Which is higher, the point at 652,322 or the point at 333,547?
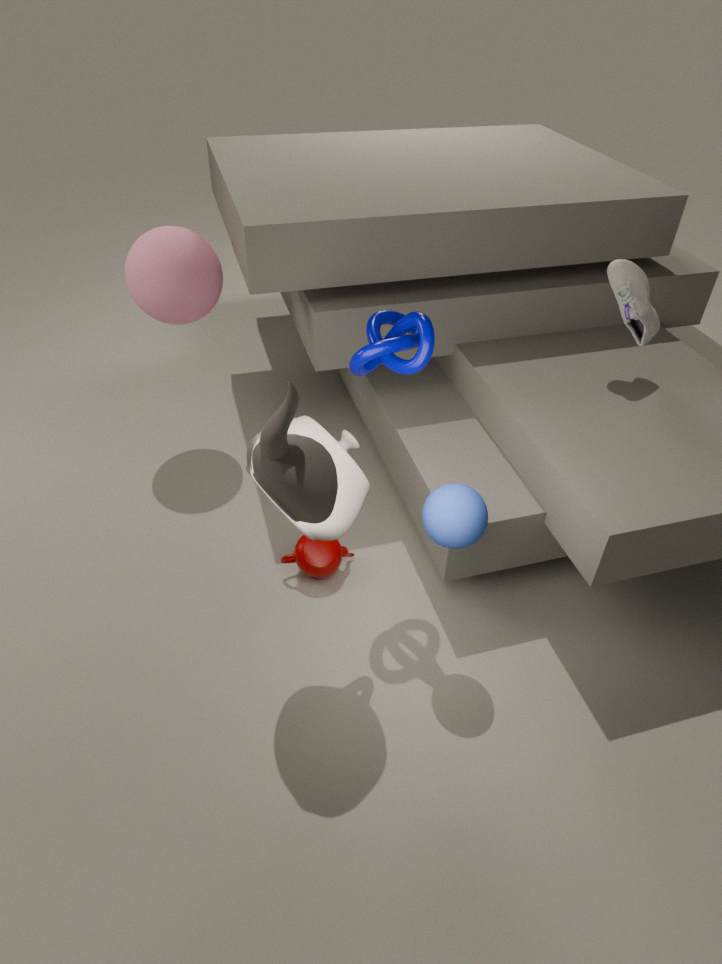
the point at 652,322
